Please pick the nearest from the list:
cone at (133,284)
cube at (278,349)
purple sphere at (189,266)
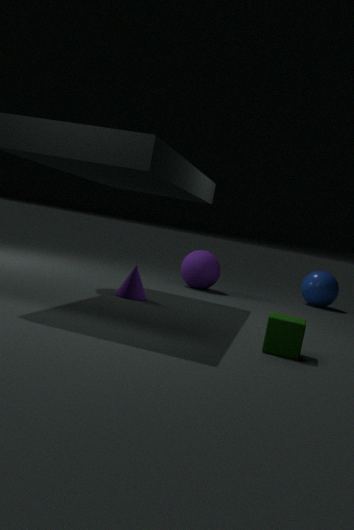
cube at (278,349)
